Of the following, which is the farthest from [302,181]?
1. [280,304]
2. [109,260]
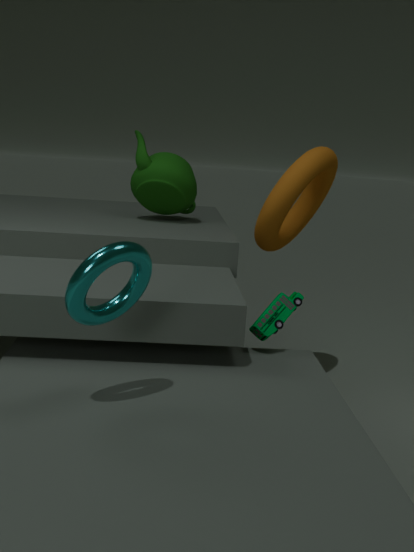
[109,260]
